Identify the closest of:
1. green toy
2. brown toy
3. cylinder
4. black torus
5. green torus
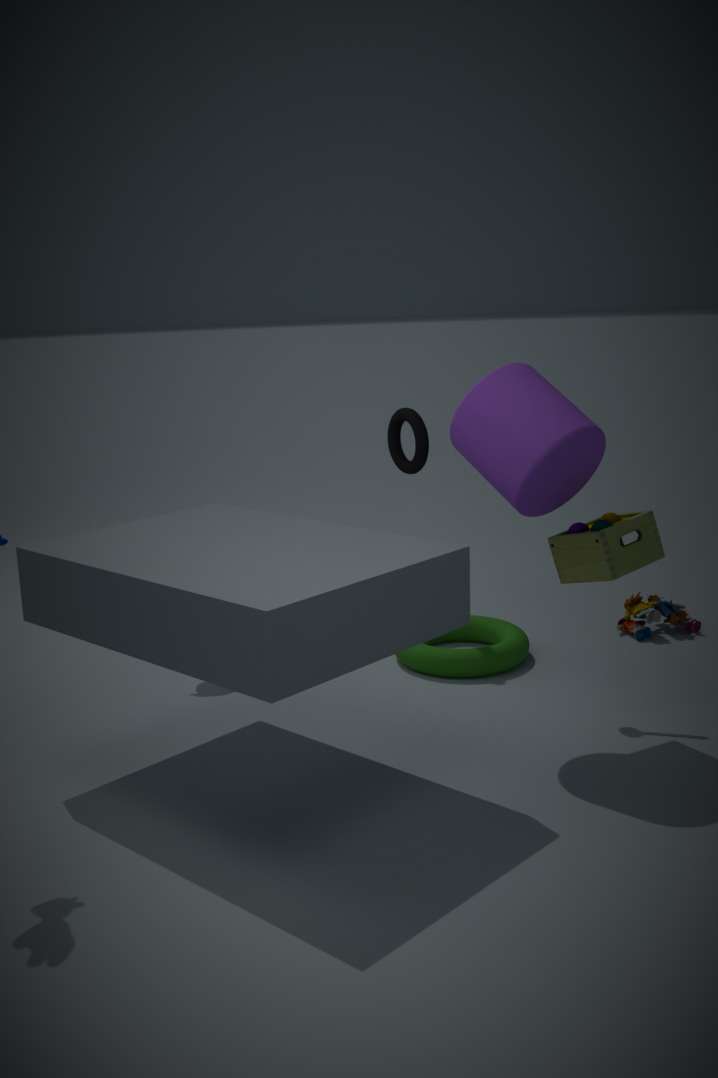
cylinder
